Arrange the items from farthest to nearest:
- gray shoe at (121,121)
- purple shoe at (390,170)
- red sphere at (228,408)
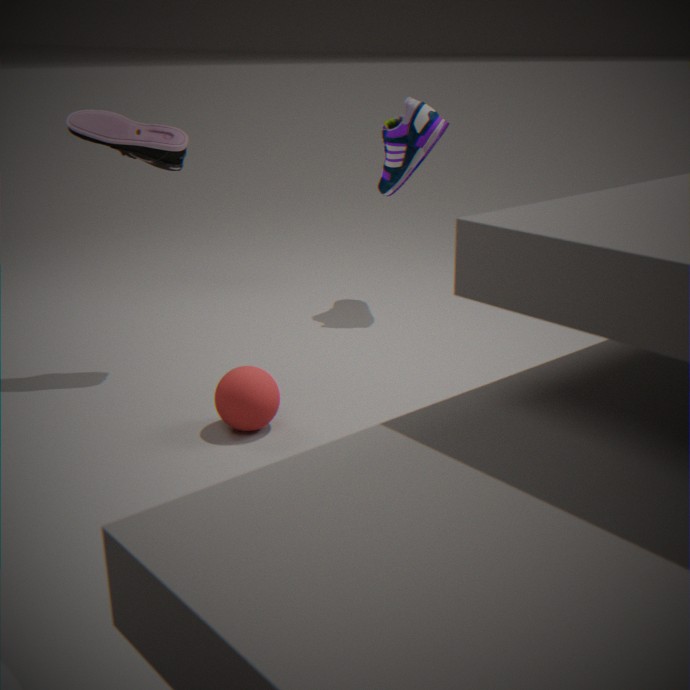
purple shoe at (390,170)
gray shoe at (121,121)
red sphere at (228,408)
